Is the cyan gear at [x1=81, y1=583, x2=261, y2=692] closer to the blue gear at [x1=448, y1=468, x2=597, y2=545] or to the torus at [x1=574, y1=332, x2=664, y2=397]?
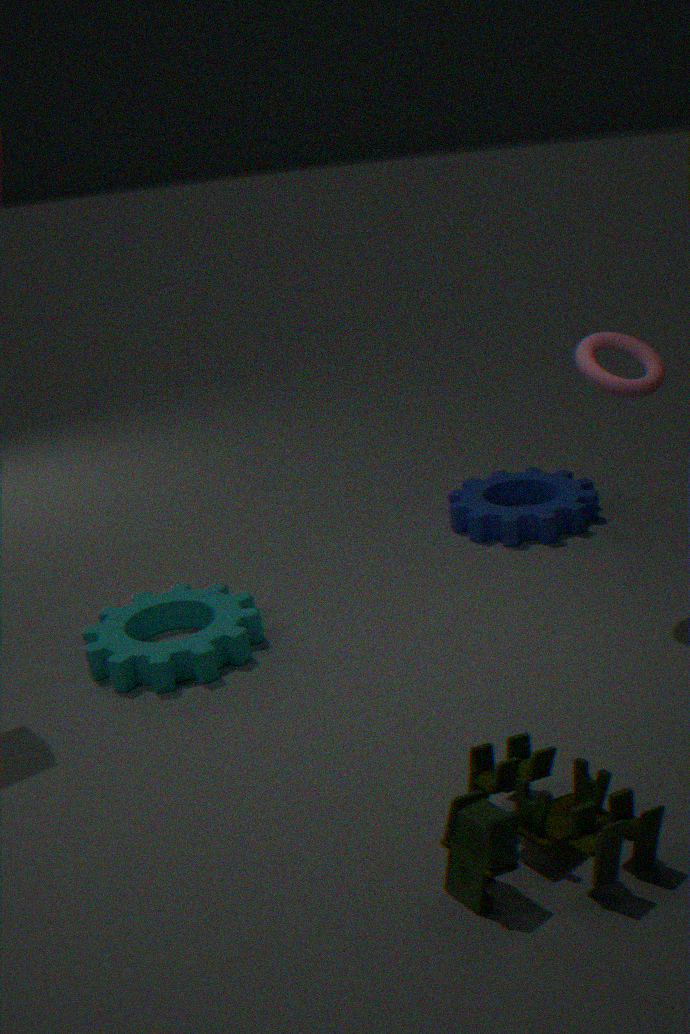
the blue gear at [x1=448, y1=468, x2=597, y2=545]
